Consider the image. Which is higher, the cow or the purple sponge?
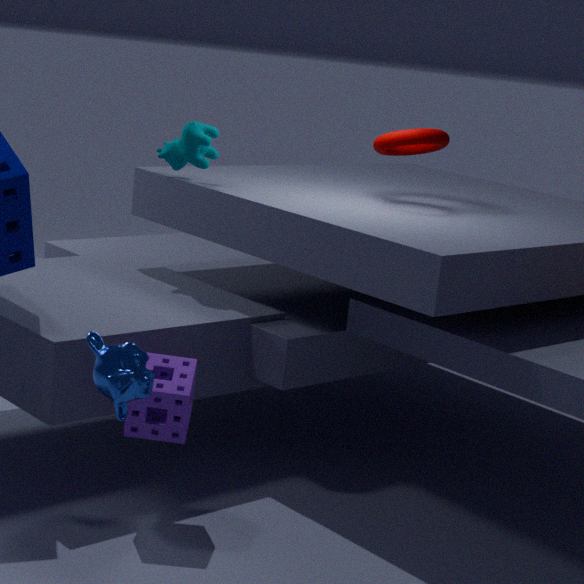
the cow
